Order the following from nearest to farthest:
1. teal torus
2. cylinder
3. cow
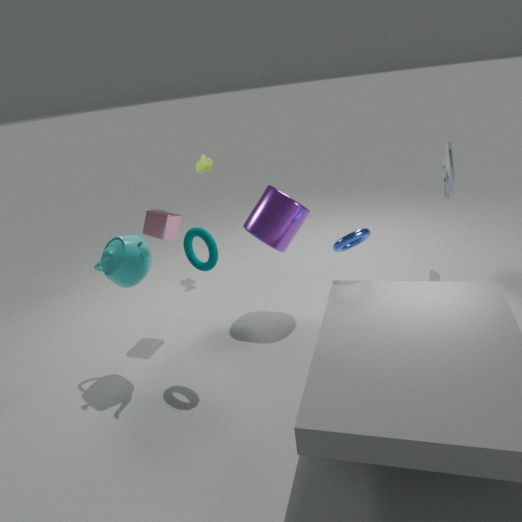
teal torus → cylinder → cow
